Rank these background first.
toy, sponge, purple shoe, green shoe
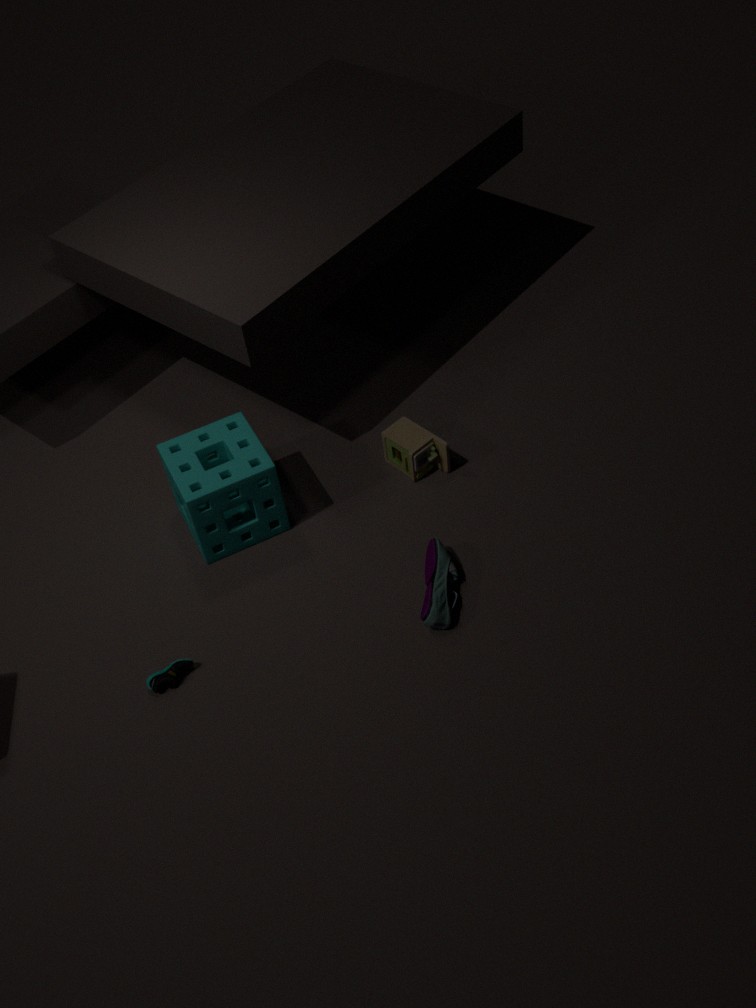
toy
sponge
purple shoe
green shoe
